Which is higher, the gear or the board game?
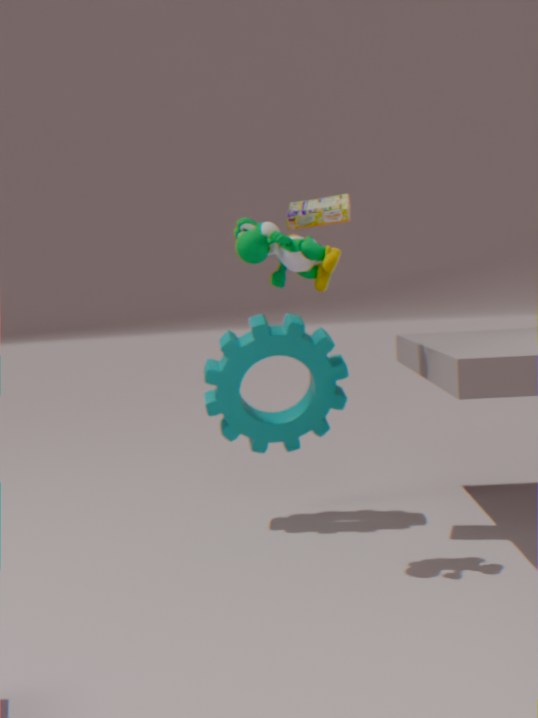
the board game
